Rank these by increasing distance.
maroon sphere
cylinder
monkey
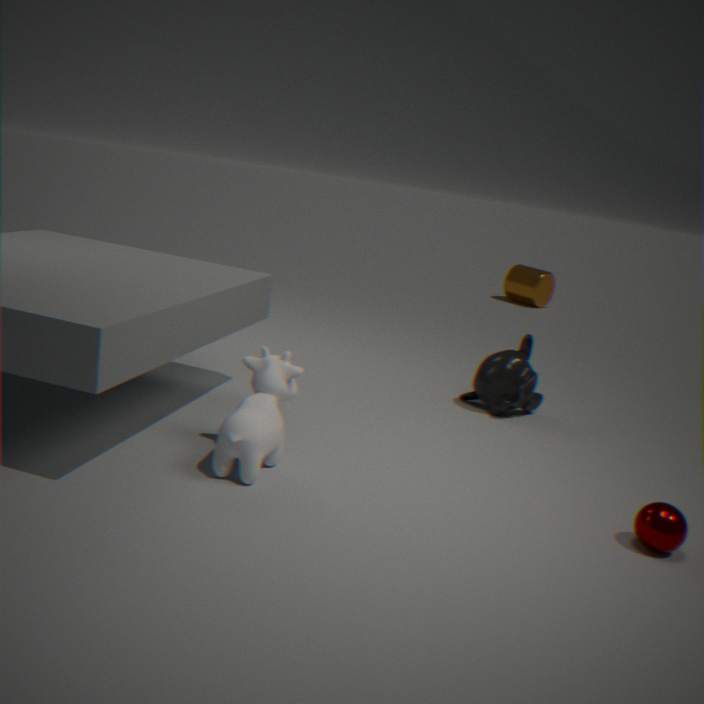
maroon sphere, monkey, cylinder
